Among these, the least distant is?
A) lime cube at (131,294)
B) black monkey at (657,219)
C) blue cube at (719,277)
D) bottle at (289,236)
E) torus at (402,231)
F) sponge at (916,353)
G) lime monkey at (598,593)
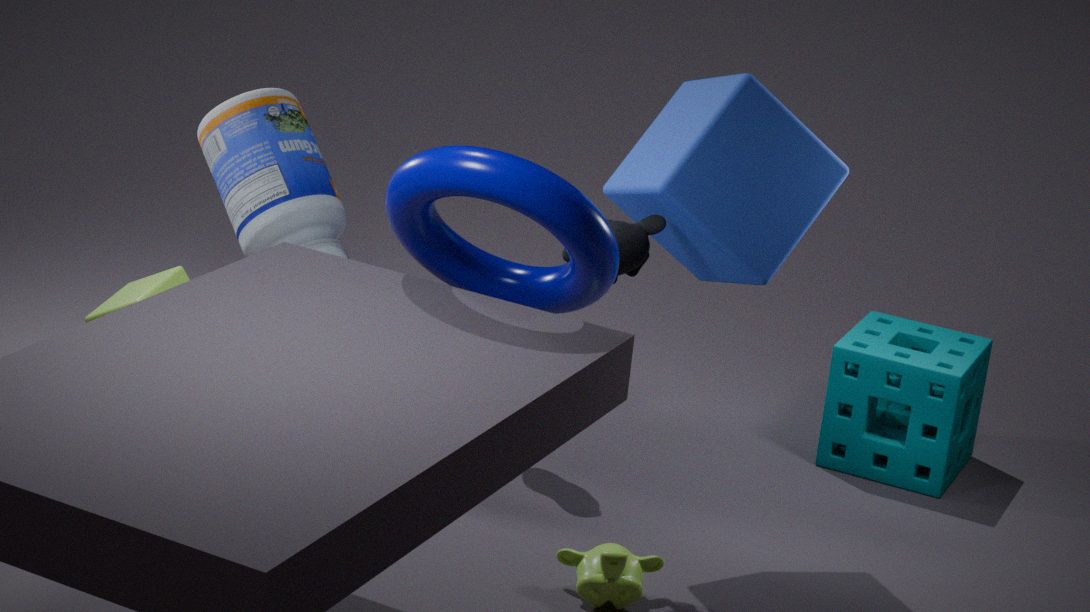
torus at (402,231)
